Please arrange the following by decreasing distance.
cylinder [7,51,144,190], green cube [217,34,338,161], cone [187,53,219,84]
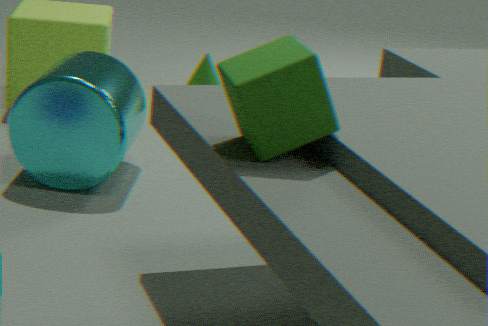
cone [187,53,219,84]
cylinder [7,51,144,190]
green cube [217,34,338,161]
